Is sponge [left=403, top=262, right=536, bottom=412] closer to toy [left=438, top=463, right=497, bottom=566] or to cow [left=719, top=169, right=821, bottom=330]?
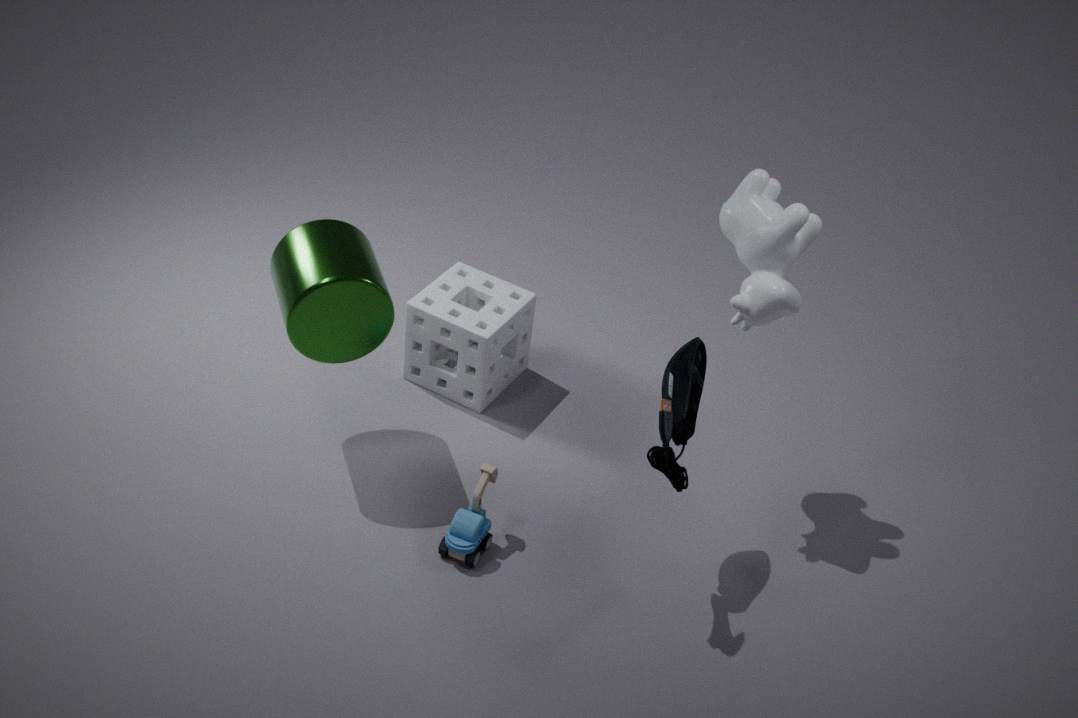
toy [left=438, top=463, right=497, bottom=566]
